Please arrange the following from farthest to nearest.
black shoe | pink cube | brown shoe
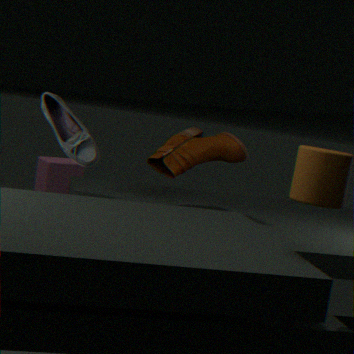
pink cube → black shoe → brown shoe
